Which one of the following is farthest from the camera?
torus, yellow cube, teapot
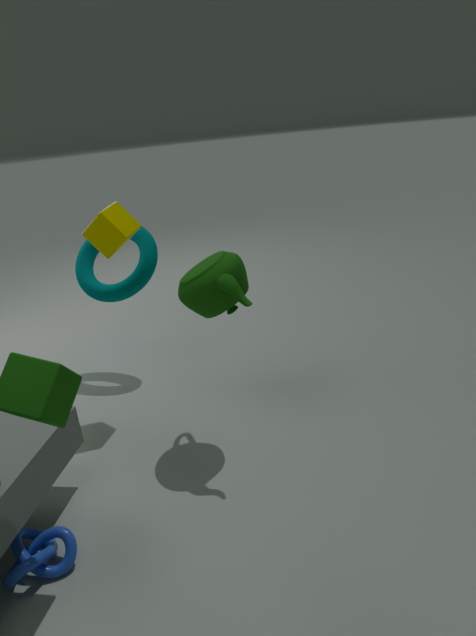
torus
